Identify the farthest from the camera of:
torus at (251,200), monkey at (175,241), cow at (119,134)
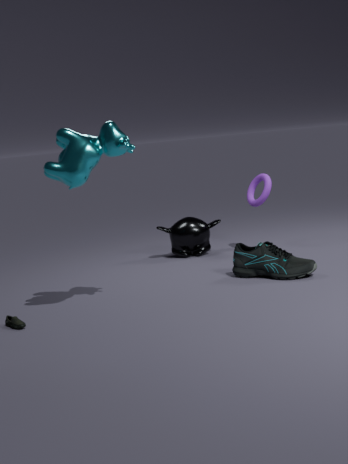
monkey at (175,241)
